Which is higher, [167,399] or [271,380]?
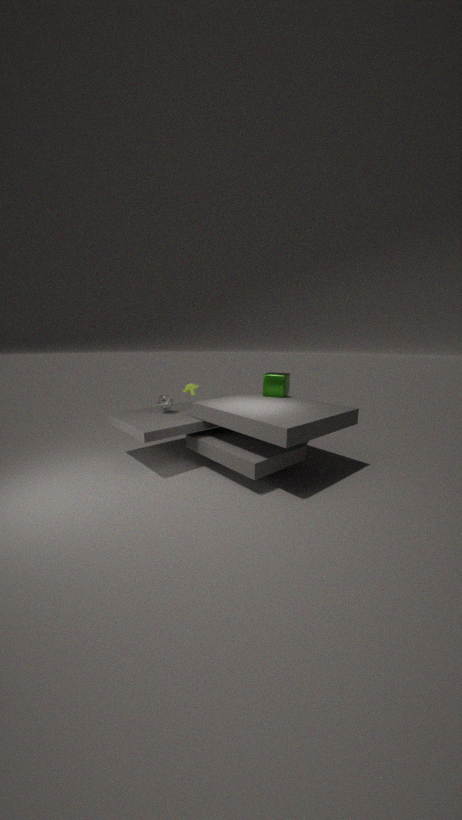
[271,380]
